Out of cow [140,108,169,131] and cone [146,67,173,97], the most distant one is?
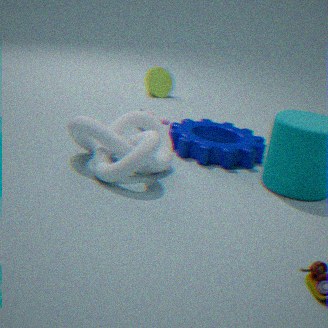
cone [146,67,173,97]
